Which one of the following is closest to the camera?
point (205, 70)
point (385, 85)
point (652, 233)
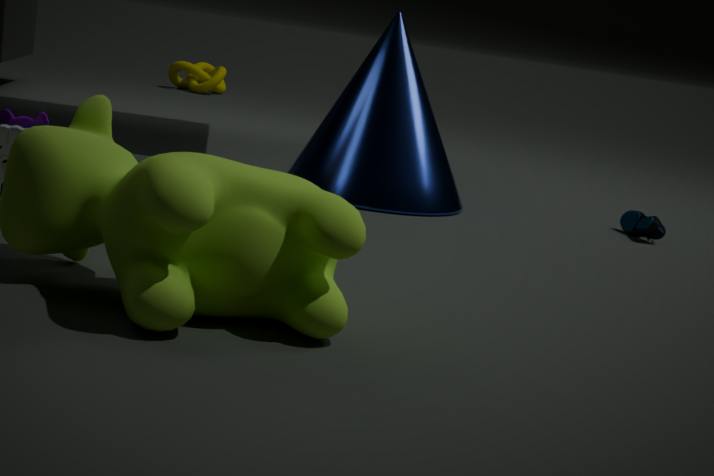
point (385, 85)
